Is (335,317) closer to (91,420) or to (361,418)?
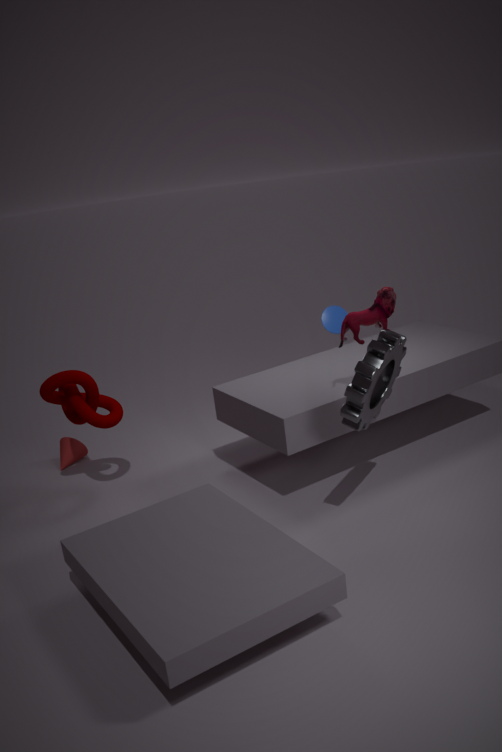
(361,418)
